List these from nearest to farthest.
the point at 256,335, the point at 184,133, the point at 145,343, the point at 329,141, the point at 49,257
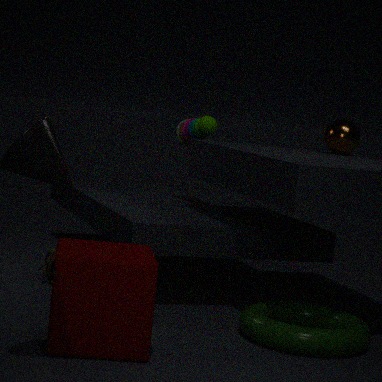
the point at 145,343
the point at 256,335
the point at 49,257
the point at 329,141
the point at 184,133
